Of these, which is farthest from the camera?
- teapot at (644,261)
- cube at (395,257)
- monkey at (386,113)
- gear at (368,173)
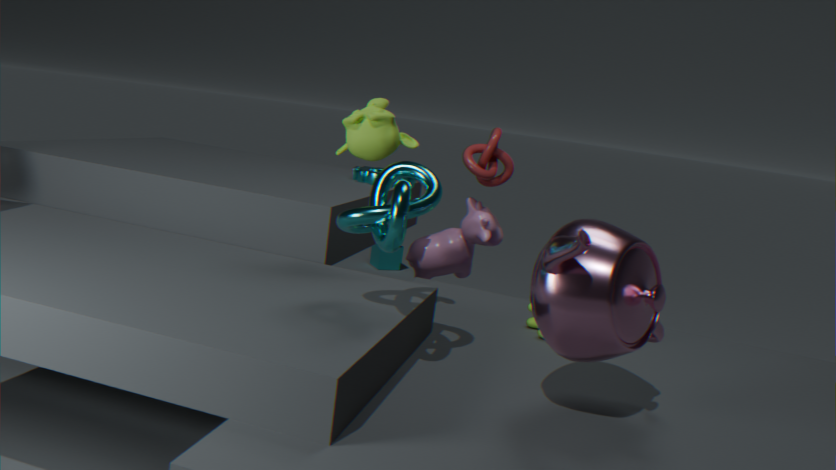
cube at (395,257)
